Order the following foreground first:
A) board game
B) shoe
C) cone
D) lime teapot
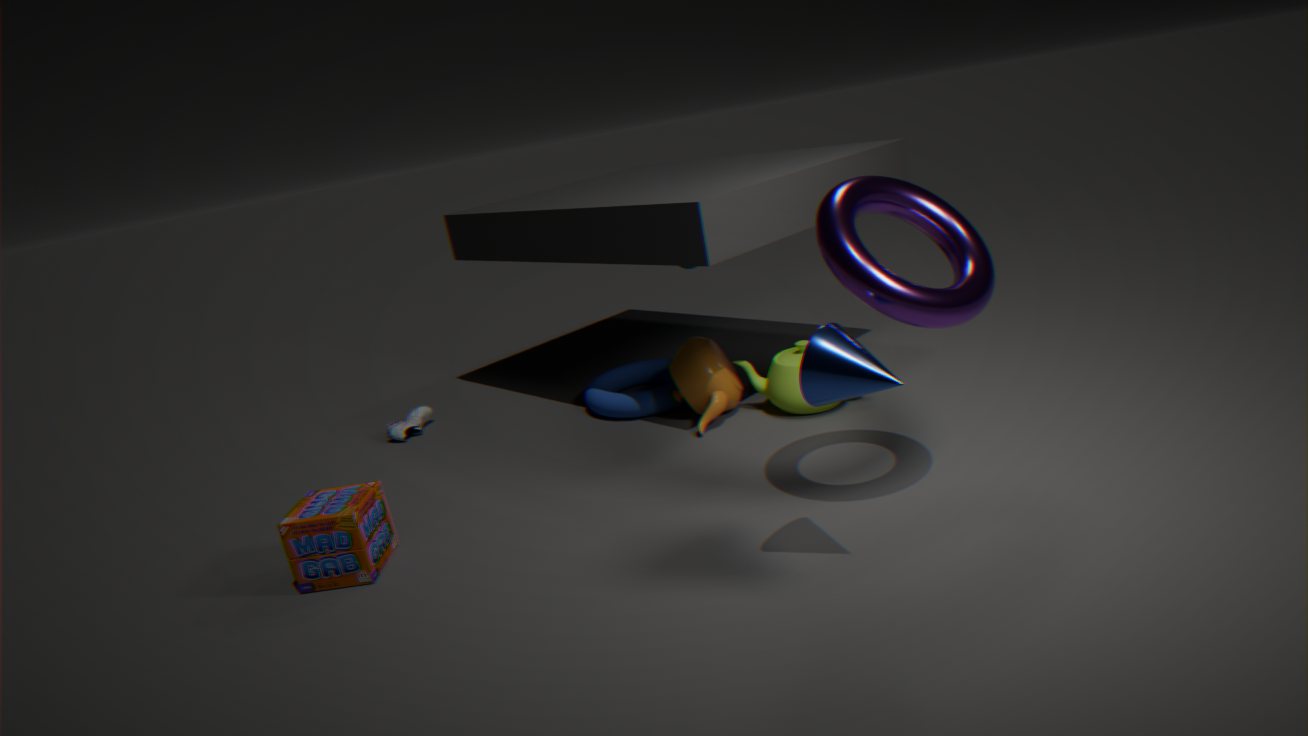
1. cone
2. board game
3. lime teapot
4. shoe
